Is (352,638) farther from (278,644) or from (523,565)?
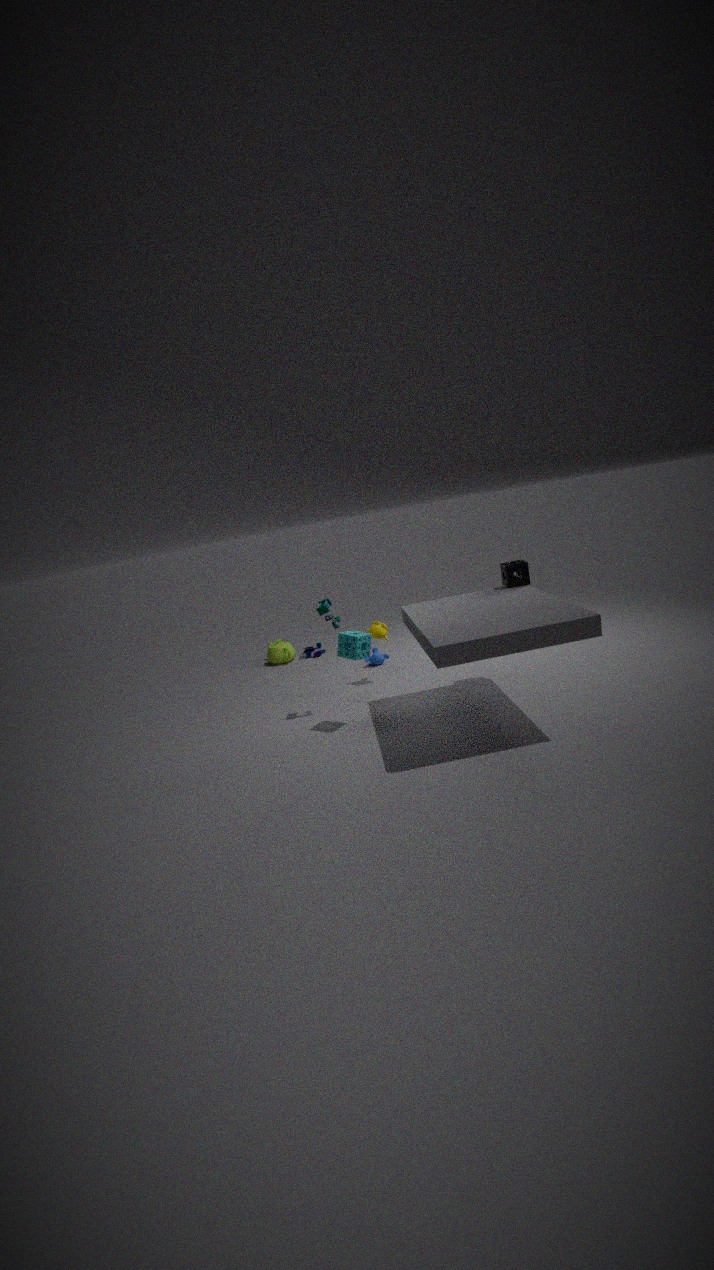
(278,644)
